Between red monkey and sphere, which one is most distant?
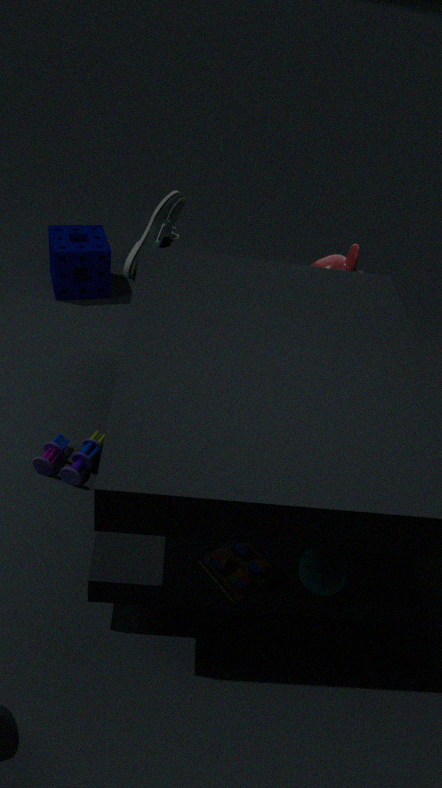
red monkey
